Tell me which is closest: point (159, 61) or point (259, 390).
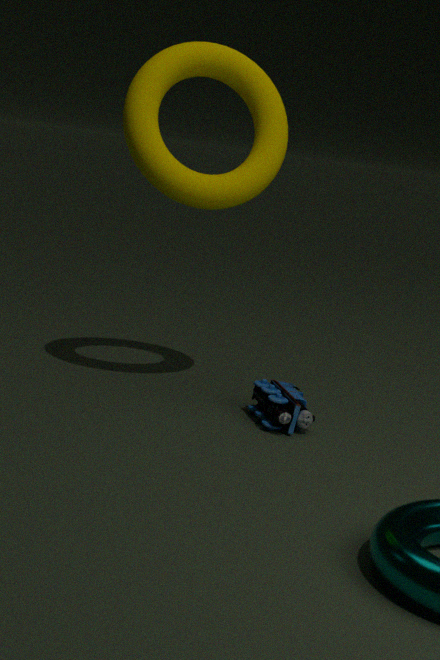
point (159, 61)
